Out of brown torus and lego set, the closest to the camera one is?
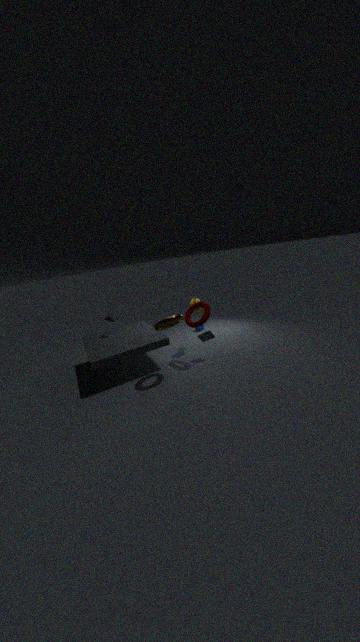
brown torus
